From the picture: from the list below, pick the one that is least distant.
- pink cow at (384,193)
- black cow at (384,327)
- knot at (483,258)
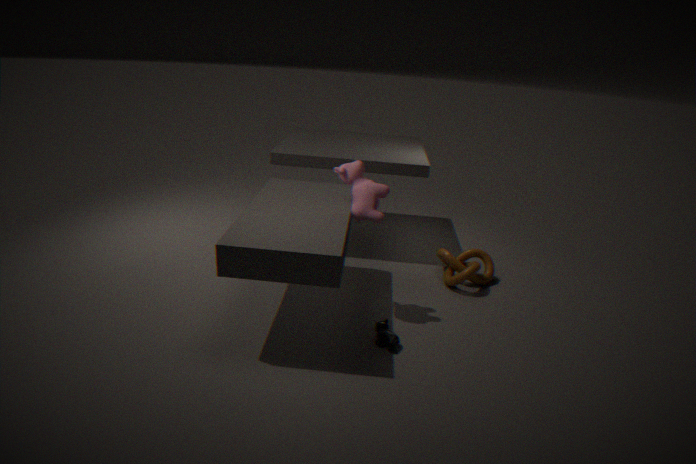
black cow at (384,327)
